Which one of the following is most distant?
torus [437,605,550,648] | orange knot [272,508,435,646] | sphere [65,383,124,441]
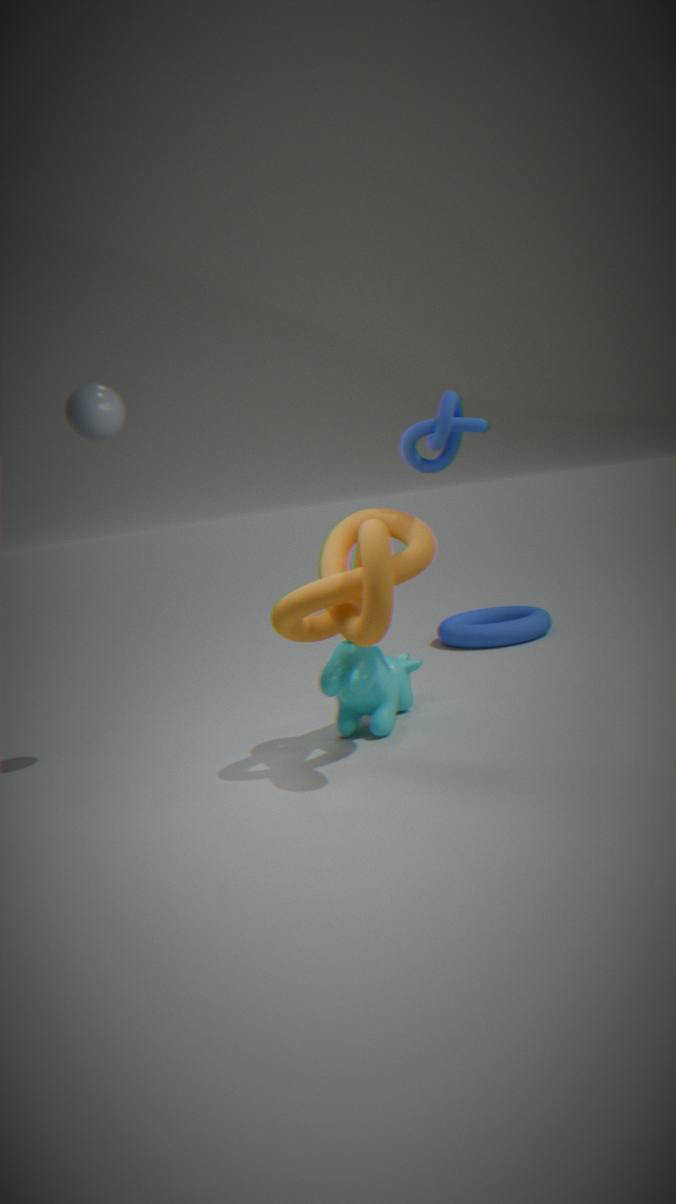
torus [437,605,550,648]
